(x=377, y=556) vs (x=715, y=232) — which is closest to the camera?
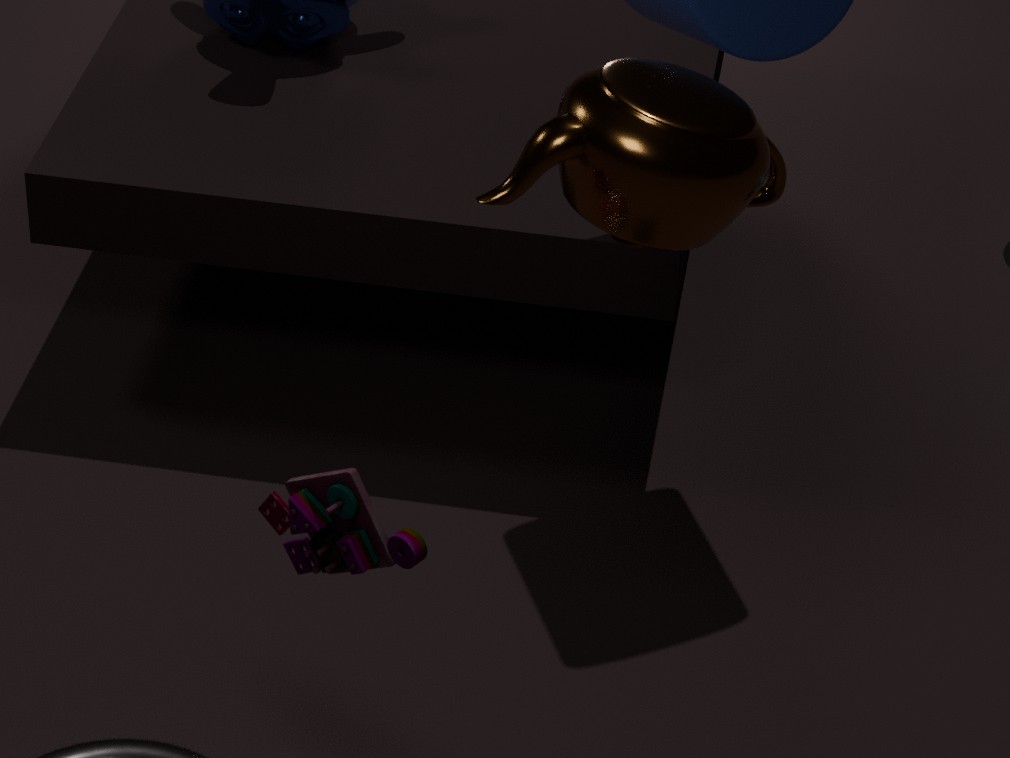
(x=715, y=232)
